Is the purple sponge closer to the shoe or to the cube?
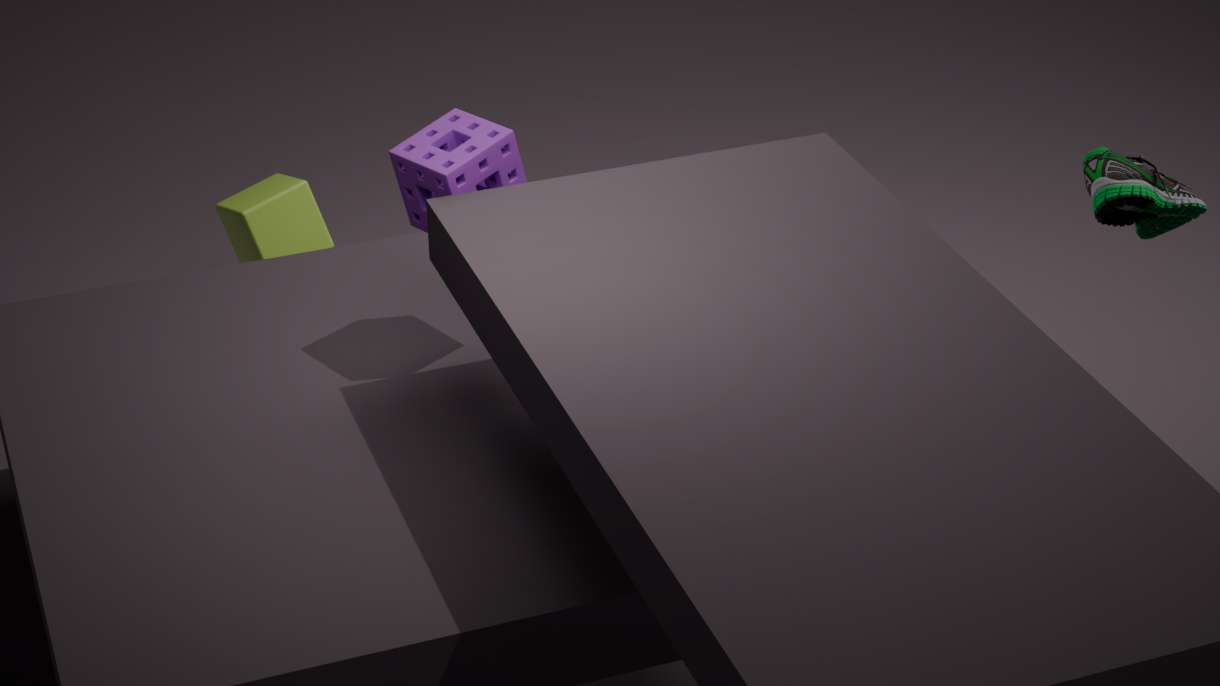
the cube
